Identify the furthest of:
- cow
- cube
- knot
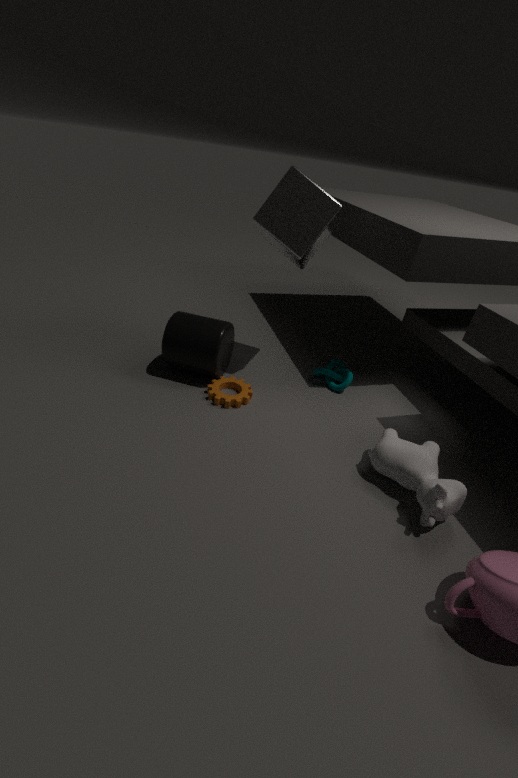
knot
